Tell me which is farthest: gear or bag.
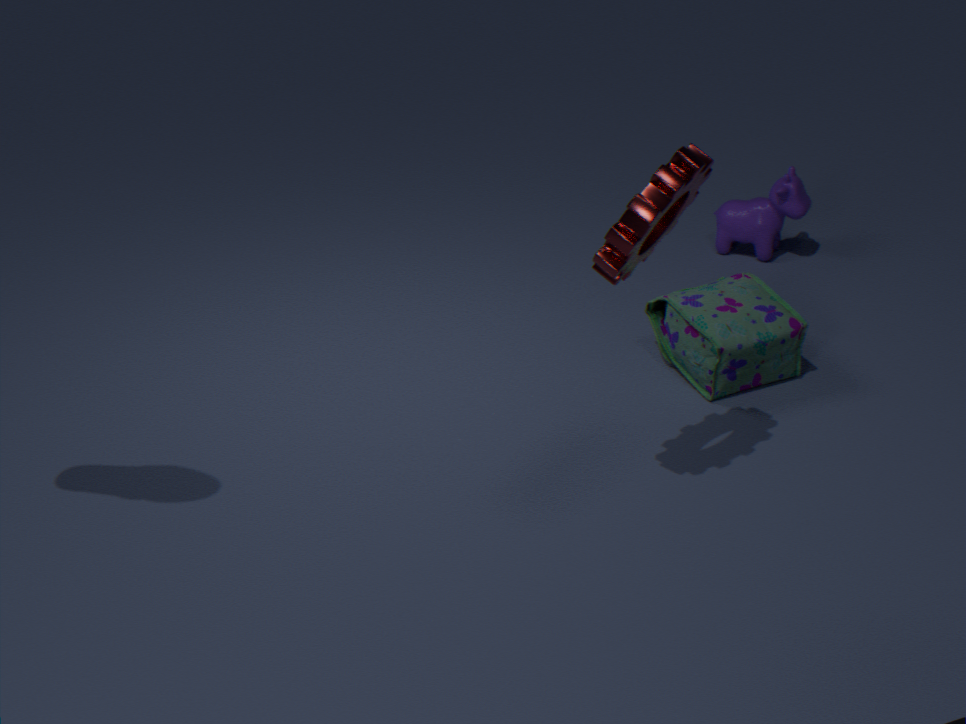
bag
